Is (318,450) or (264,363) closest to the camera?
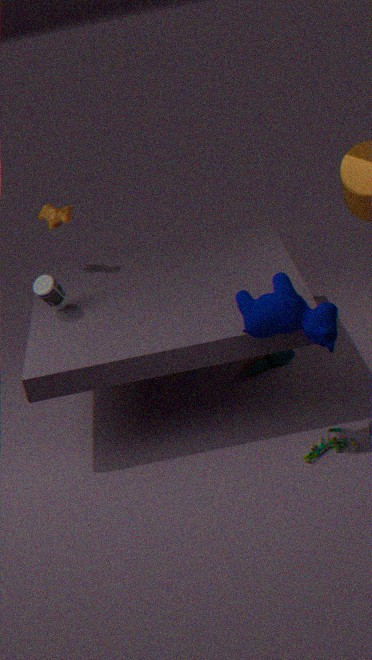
(318,450)
